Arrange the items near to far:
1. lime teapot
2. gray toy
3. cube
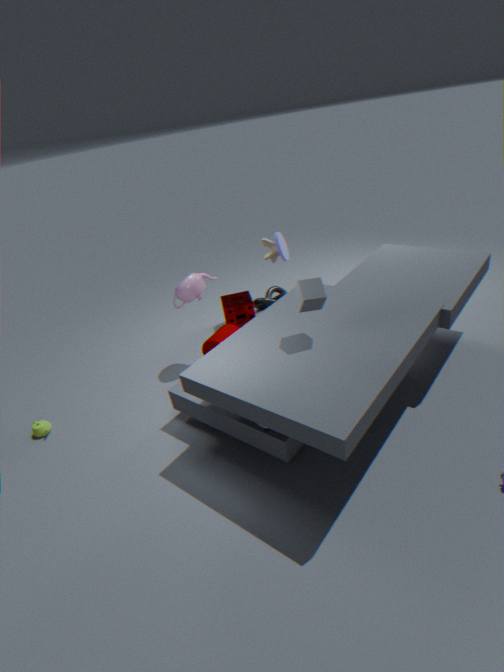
cube < lime teapot < gray toy
